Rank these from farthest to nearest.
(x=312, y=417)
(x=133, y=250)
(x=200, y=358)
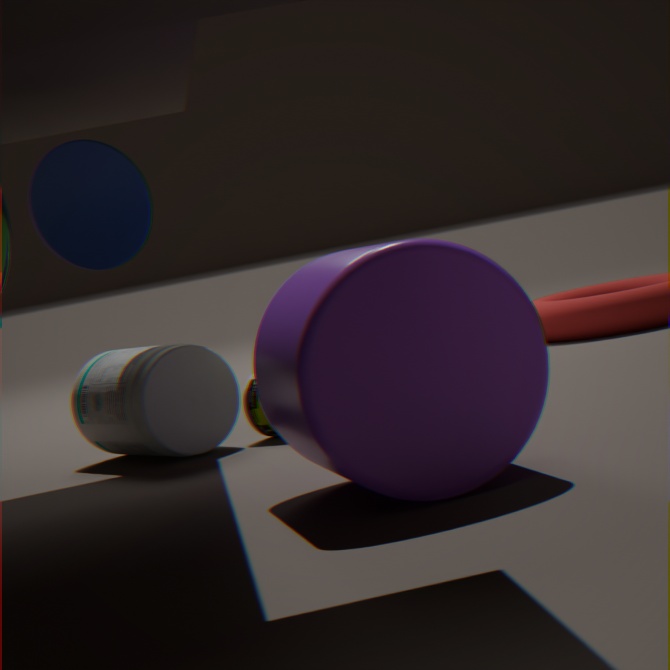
(x=200, y=358) < (x=133, y=250) < (x=312, y=417)
